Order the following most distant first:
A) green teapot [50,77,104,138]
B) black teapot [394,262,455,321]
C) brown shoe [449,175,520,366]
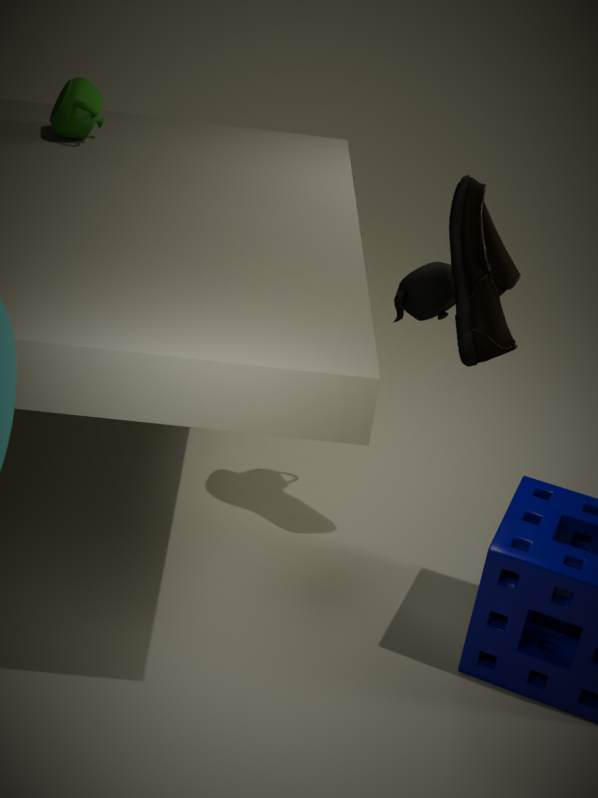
1. green teapot [50,77,104,138]
2. black teapot [394,262,455,321]
3. brown shoe [449,175,520,366]
